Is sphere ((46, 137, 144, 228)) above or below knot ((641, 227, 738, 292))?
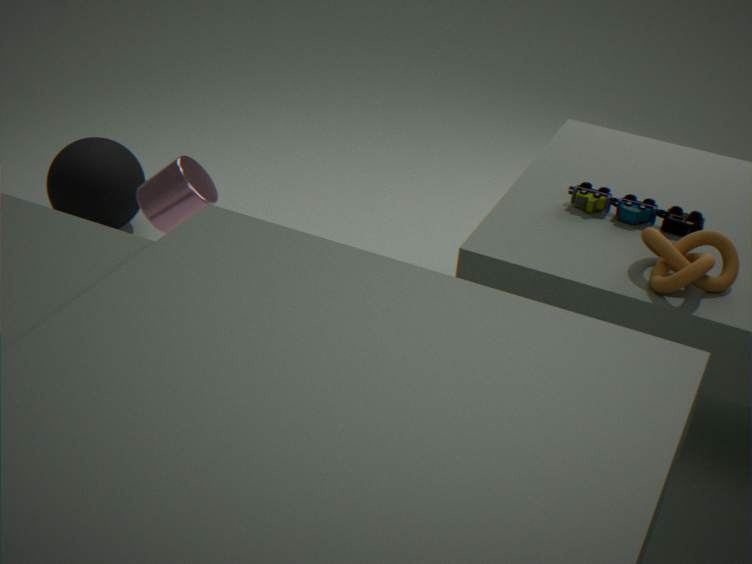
below
